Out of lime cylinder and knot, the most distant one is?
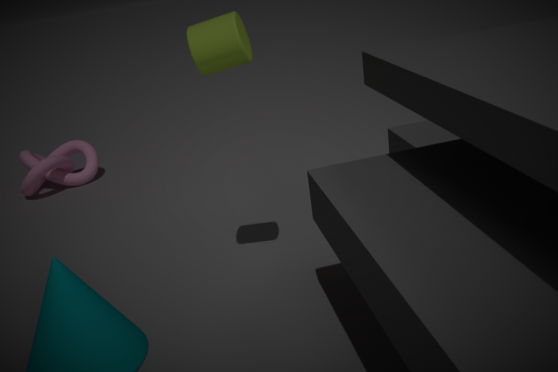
A: knot
